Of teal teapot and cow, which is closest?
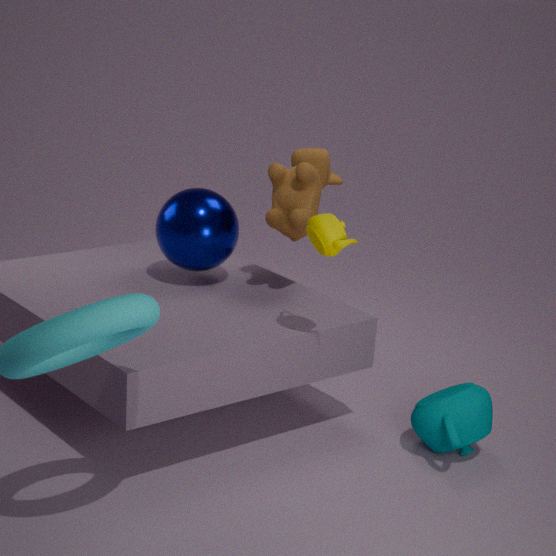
teal teapot
